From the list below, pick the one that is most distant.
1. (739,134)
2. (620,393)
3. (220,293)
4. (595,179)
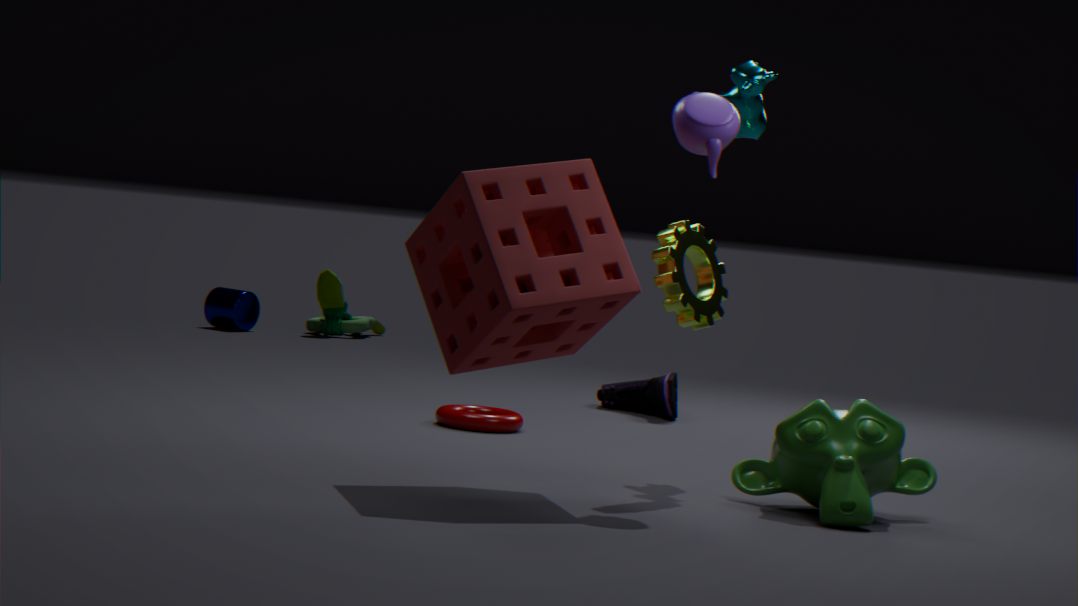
(220,293)
